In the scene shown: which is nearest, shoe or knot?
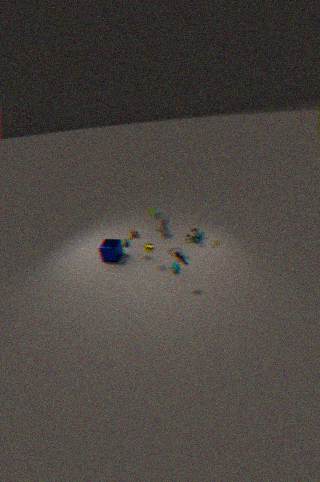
shoe
